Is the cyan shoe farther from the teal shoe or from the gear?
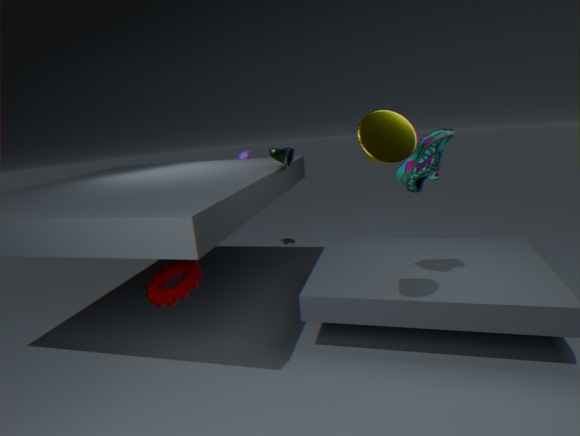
the gear
